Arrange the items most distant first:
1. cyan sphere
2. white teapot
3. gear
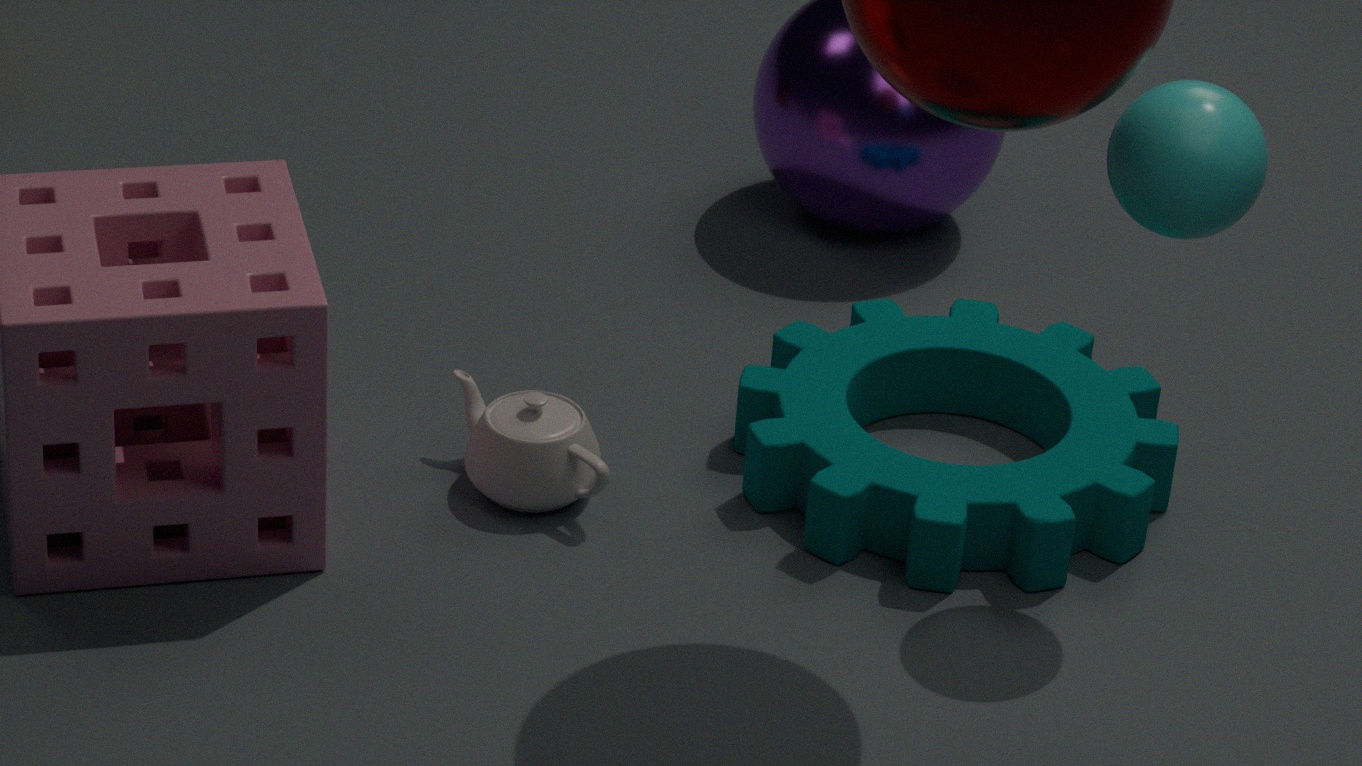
1. white teapot
2. gear
3. cyan sphere
